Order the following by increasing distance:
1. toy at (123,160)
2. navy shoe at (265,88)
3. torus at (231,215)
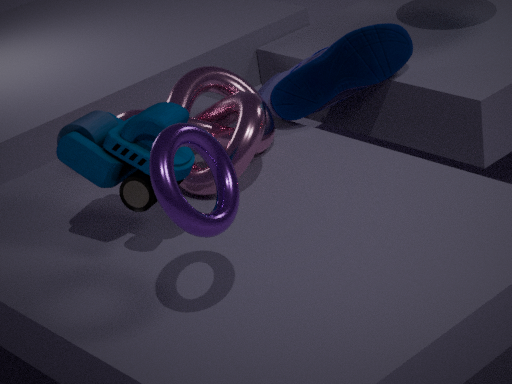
torus at (231,215), toy at (123,160), navy shoe at (265,88)
